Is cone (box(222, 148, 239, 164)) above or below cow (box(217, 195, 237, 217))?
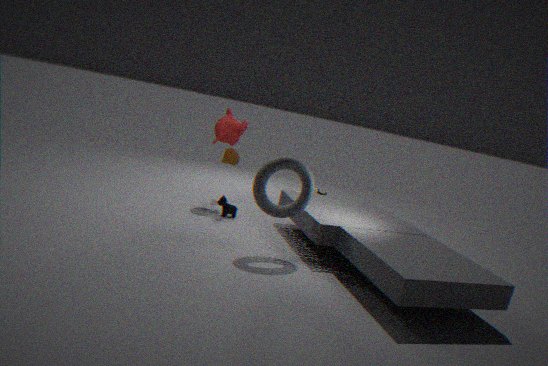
above
